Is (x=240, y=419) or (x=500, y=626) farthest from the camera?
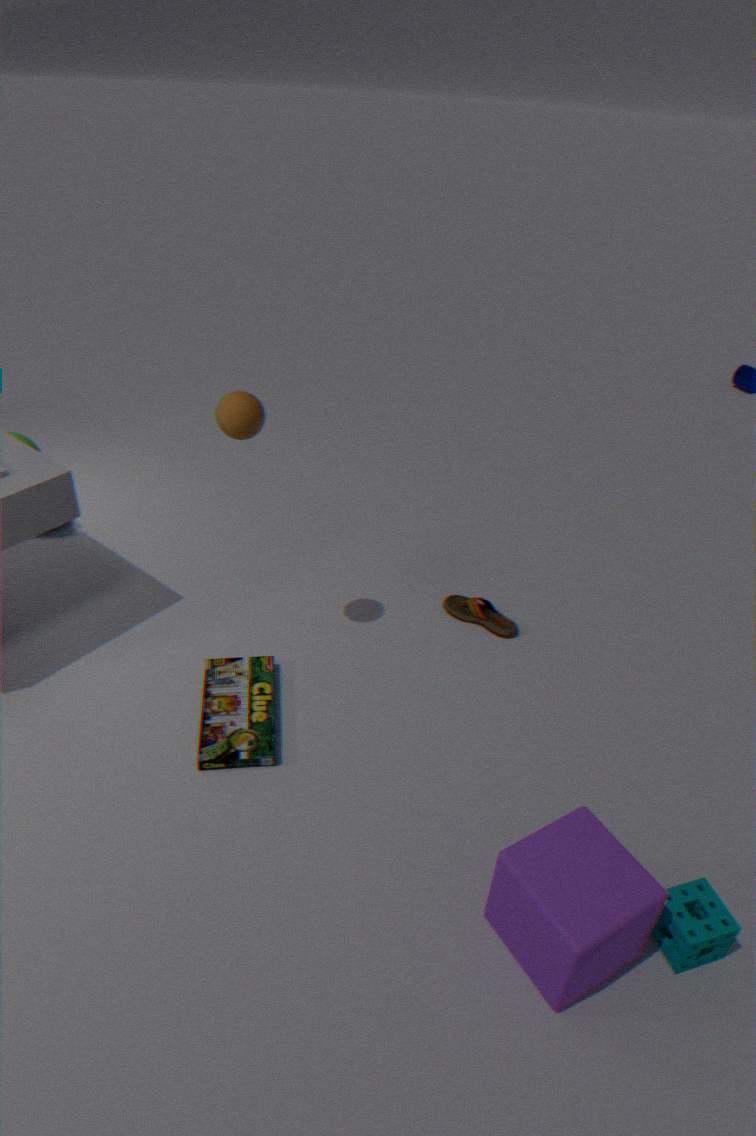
(x=500, y=626)
